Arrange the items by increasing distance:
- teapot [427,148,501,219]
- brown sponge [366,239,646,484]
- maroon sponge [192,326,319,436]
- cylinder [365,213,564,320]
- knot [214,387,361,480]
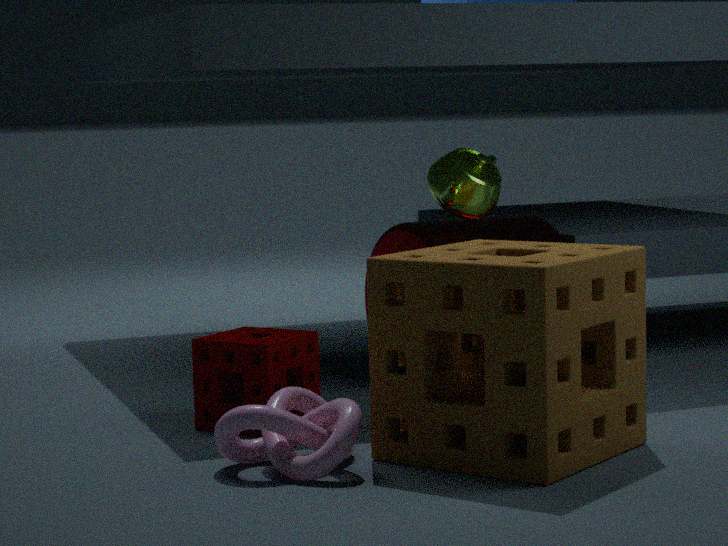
brown sponge [366,239,646,484] < knot [214,387,361,480] < maroon sponge [192,326,319,436] < teapot [427,148,501,219] < cylinder [365,213,564,320]
